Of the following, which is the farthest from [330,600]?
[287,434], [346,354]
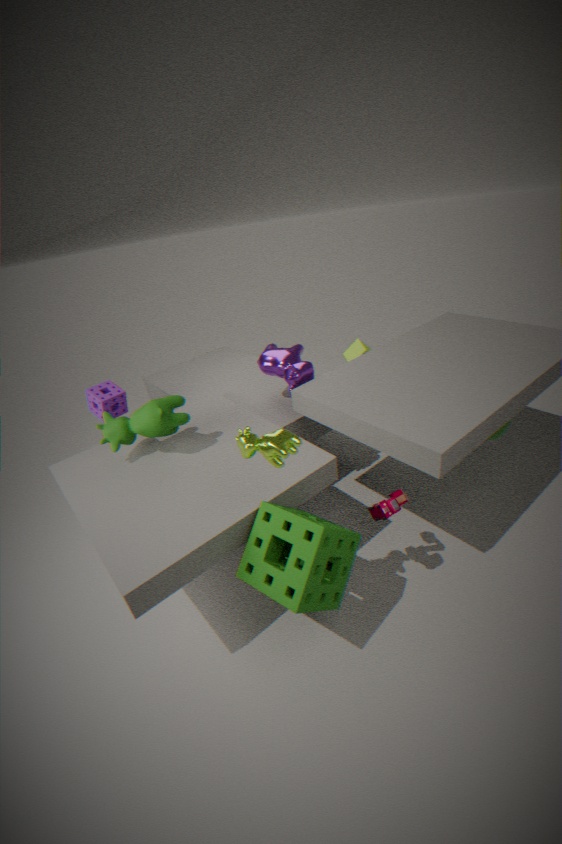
[346,354]
